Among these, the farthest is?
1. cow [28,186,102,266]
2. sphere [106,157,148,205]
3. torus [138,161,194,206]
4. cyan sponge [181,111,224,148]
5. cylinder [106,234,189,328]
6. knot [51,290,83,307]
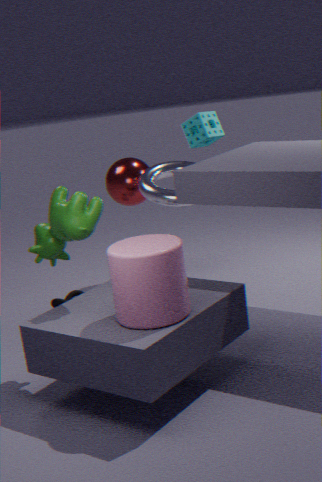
sphere [106,157,148,205]
